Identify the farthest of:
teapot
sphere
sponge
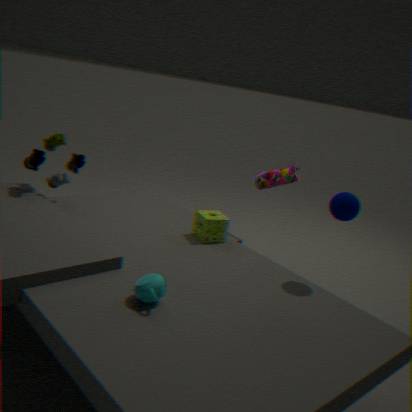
sponge
